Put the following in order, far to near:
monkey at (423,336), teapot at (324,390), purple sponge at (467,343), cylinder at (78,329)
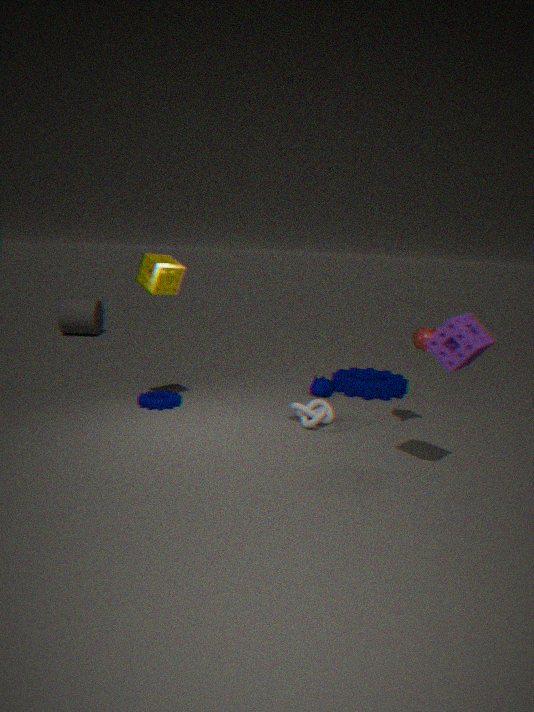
cylinder at (78,329)
teapot at (324,390)
monkey at (423,336)
purple sponge at (467,343)
